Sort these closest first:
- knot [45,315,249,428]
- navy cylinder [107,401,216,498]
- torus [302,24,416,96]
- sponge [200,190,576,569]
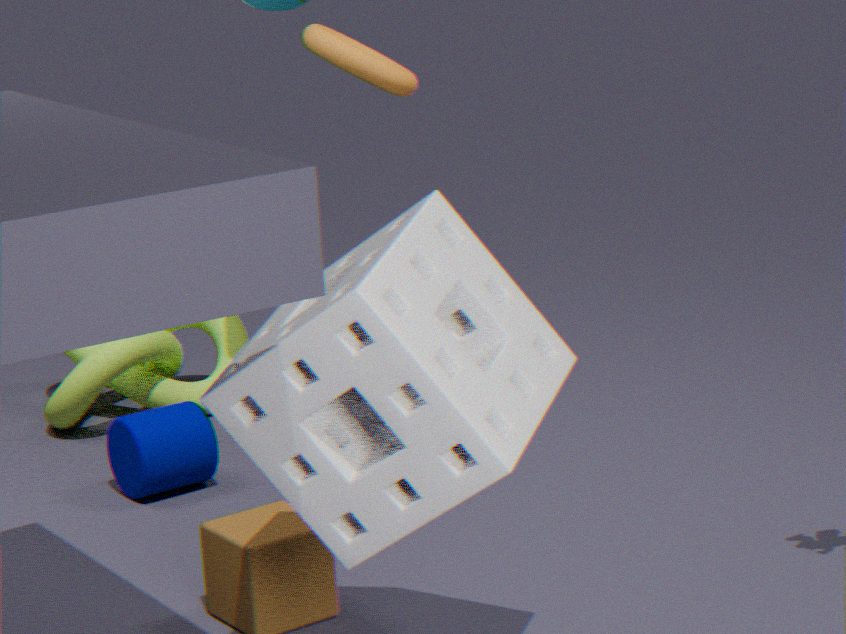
sponge [200,190,576,569]
torus [302,24,416,96]
navy cylinder [107,401,216,498]
knot [45,315,249,428]
